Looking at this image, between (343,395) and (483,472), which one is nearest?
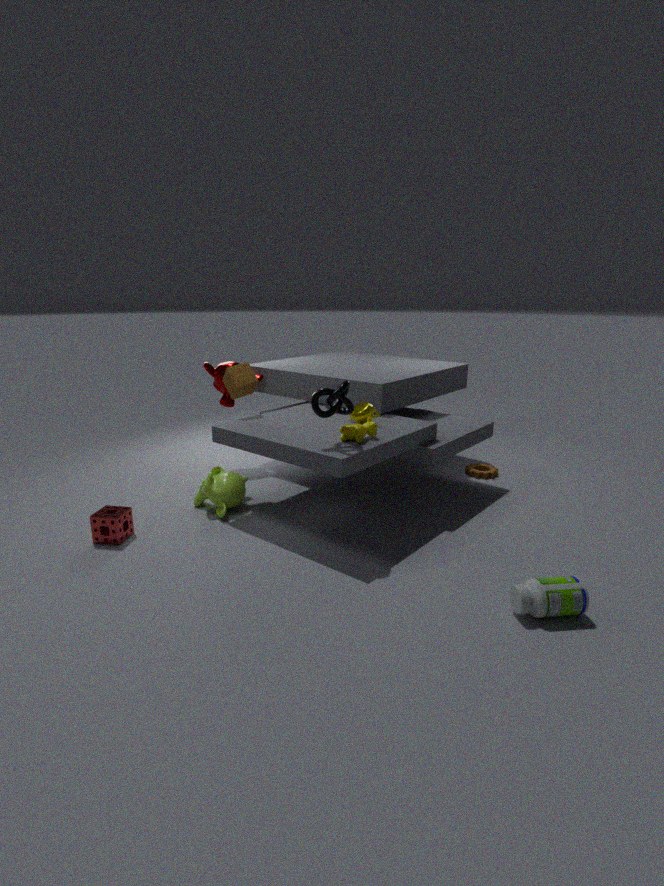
(343,395)
